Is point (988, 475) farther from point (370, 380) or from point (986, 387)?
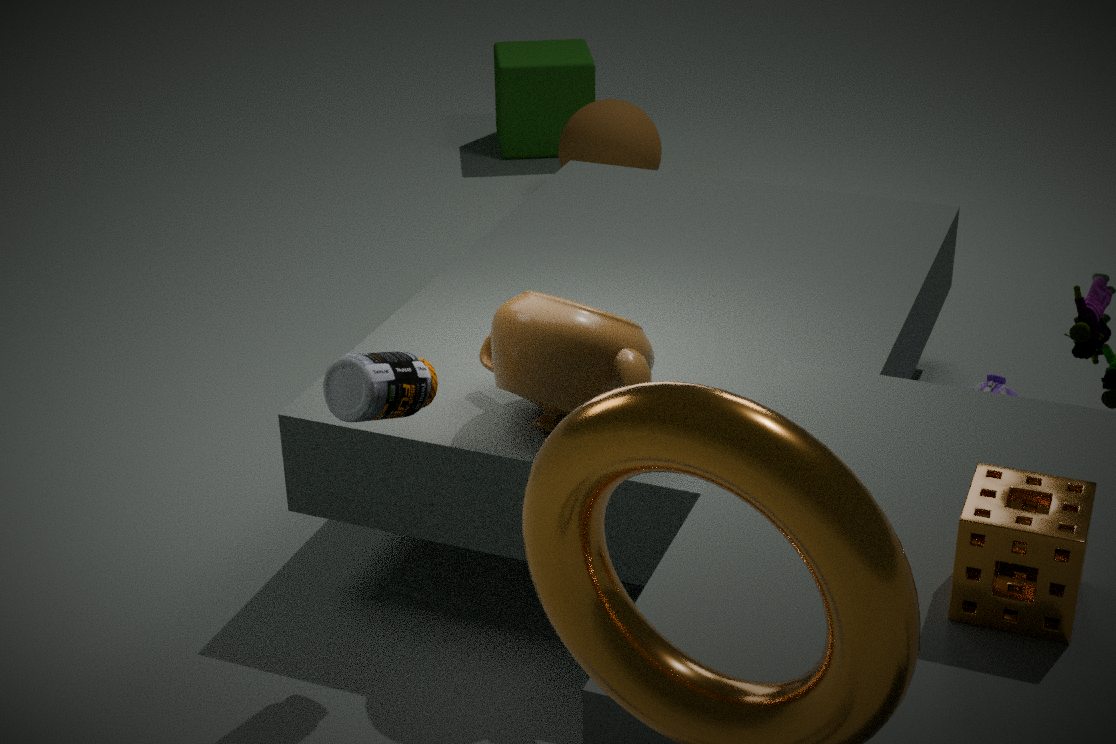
point (986, 387)
